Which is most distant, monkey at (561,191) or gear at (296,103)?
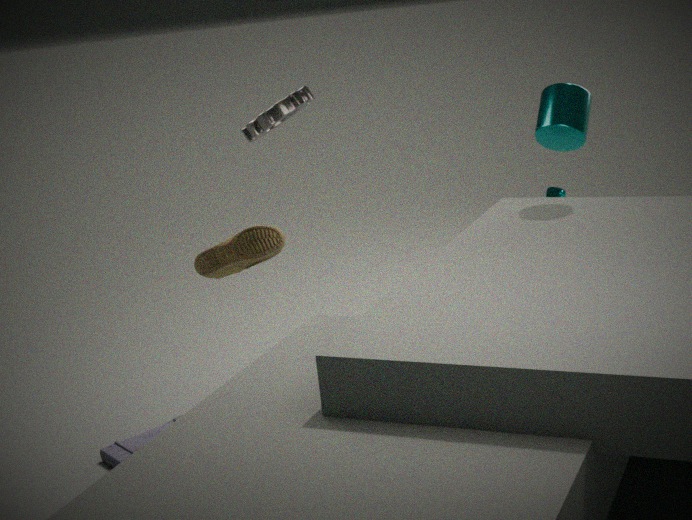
monkey at (561,191)
